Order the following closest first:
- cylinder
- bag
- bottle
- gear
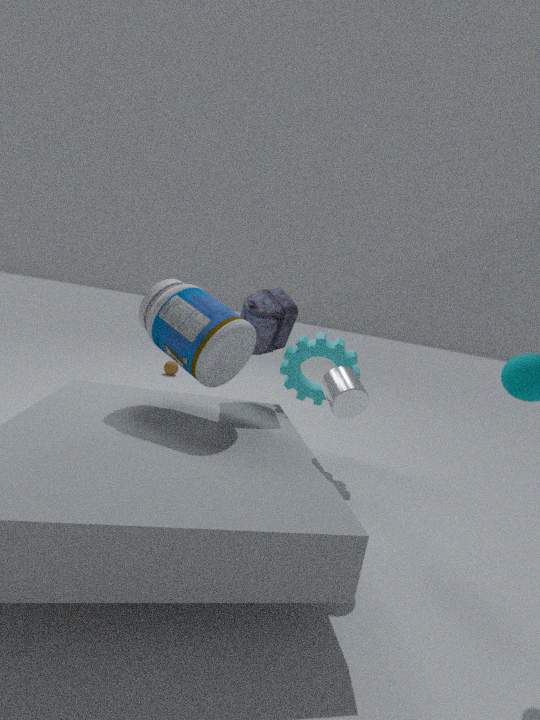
cylinder, bottle, bag, gear
